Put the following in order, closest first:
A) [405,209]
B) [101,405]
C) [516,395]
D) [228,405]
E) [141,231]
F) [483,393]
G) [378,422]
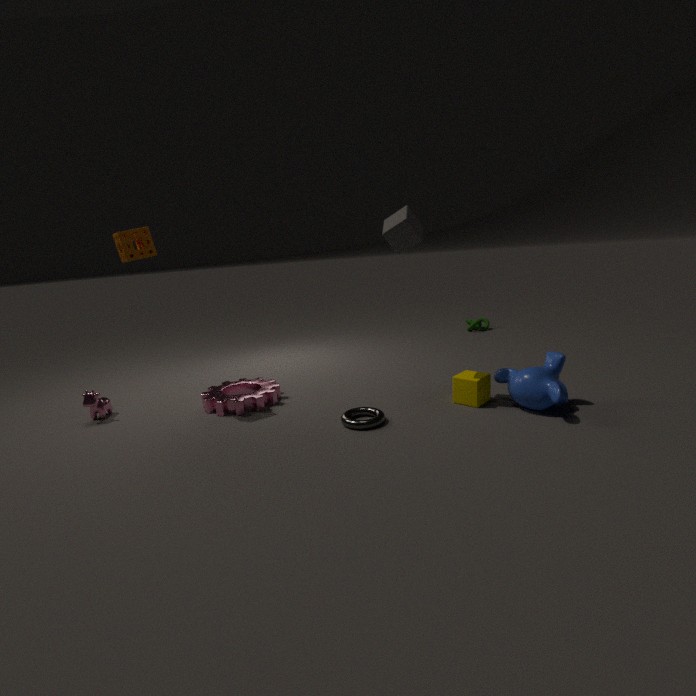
[378,422] < [516,395] < [405,209] < [141,231] < [483,393] < [228,405] < [101,405]
